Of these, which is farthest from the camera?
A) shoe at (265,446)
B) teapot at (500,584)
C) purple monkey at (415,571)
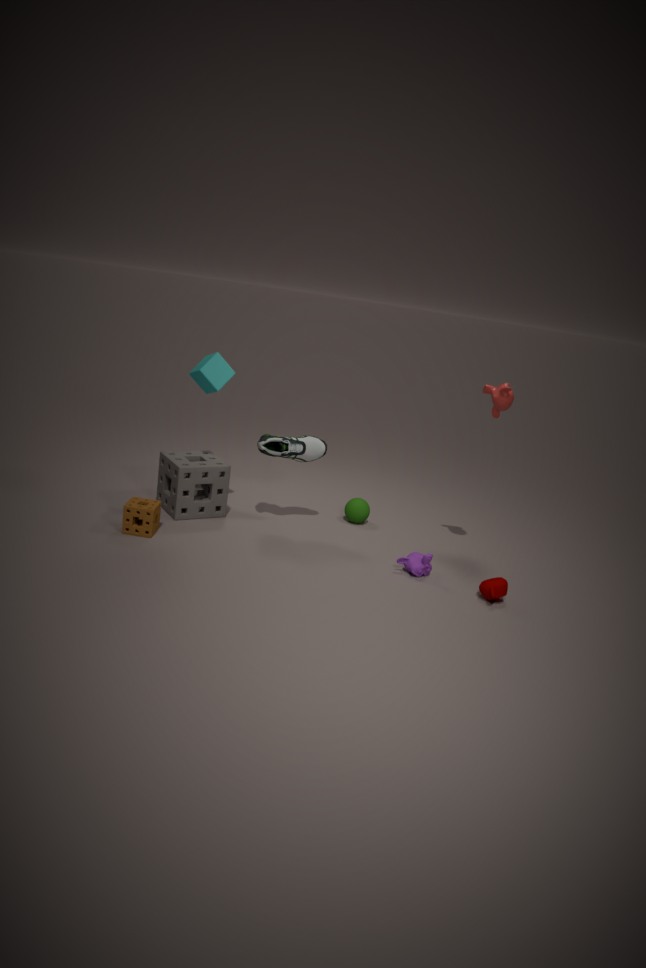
shoe at (265,446)
